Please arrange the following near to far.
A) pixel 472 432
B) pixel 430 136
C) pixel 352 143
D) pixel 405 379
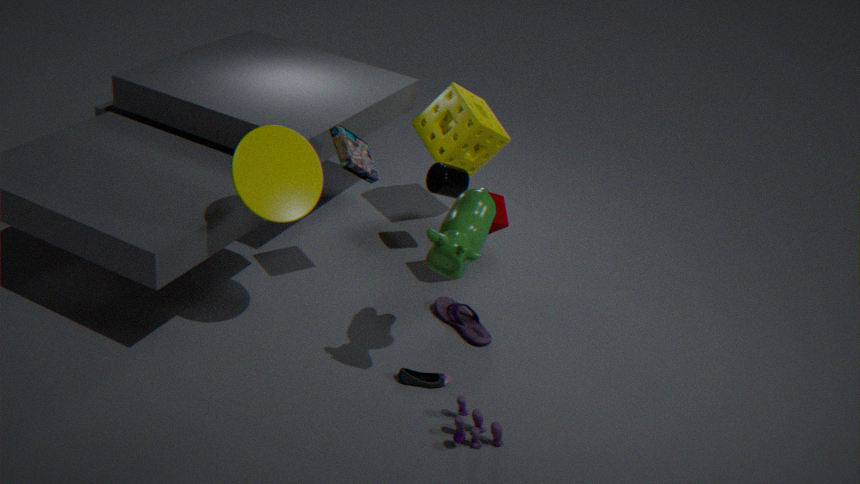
A. pixel 472 432 < D. pixel 405 379 < C. pixel 352 143 < B. pixel 430 136
